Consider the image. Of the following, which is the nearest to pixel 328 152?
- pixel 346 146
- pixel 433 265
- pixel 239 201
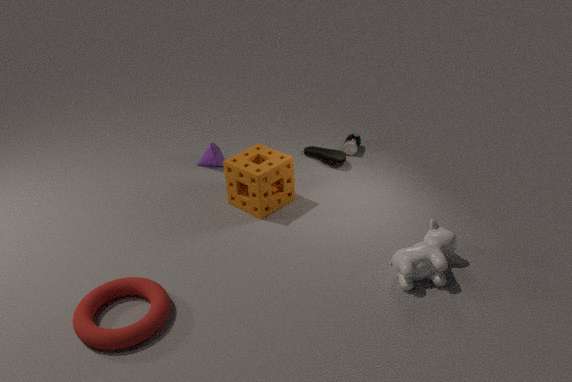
pixel 346 146
